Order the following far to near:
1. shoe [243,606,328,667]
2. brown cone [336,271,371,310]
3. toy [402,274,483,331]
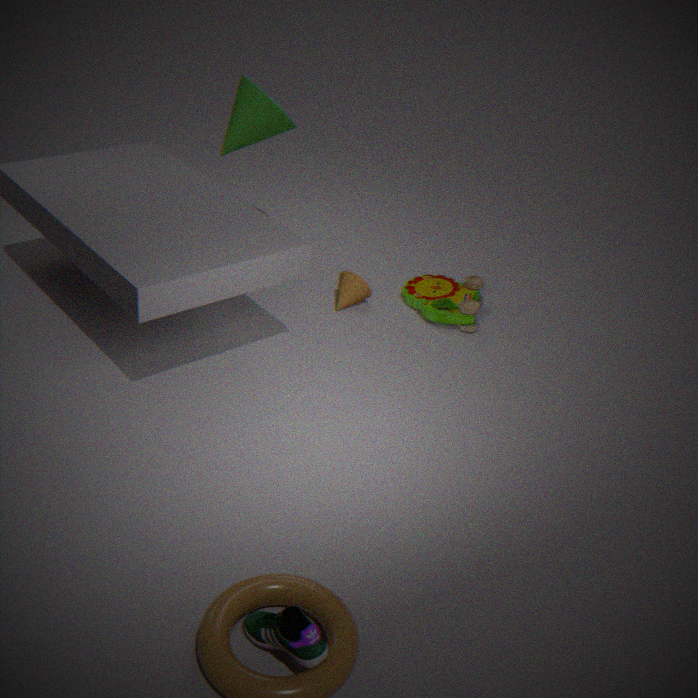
brown cone [336,271,371,310] → toy [402,274,483,331] → shoe [243,606,328,667]
